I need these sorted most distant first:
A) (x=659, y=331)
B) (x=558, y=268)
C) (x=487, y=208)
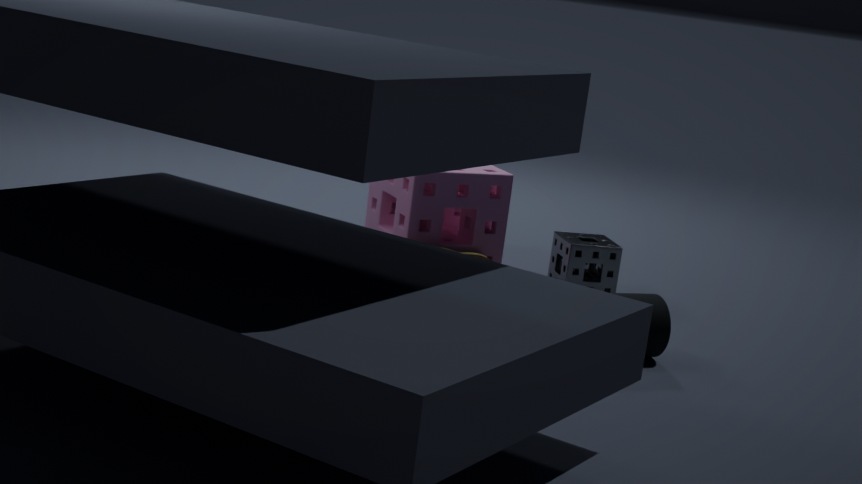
(x=558, y=268), (x=487, y=208), (x=659, y=331)
